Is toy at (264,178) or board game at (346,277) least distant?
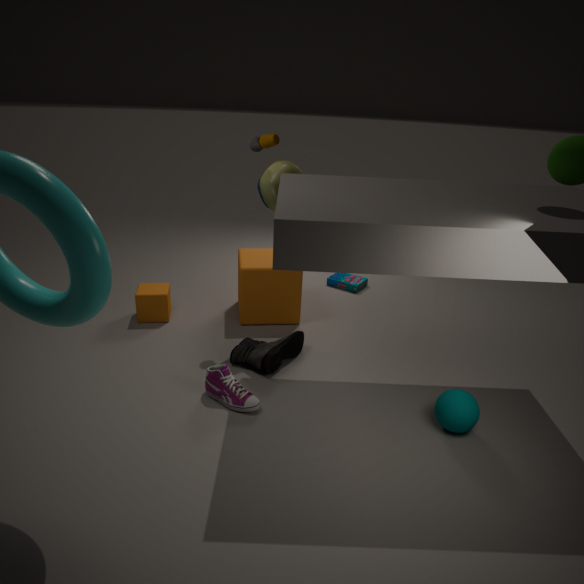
toy at (264,178)
